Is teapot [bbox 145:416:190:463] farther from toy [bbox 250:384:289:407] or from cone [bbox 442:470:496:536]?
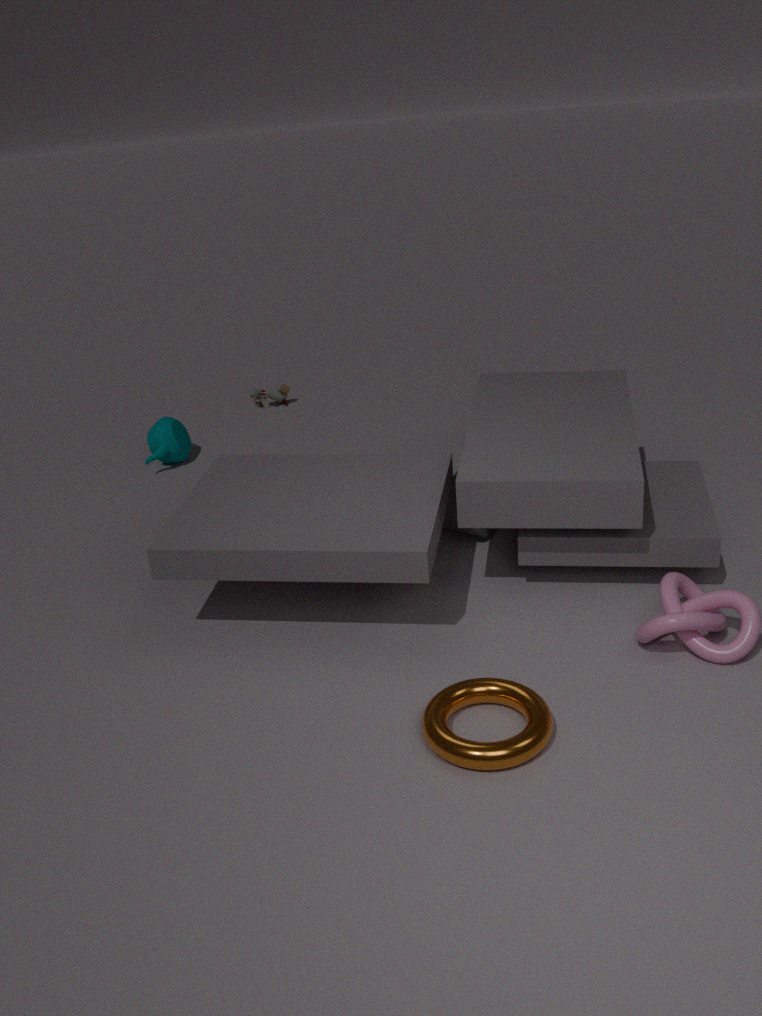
cone [bbox 442:470:496:536]
